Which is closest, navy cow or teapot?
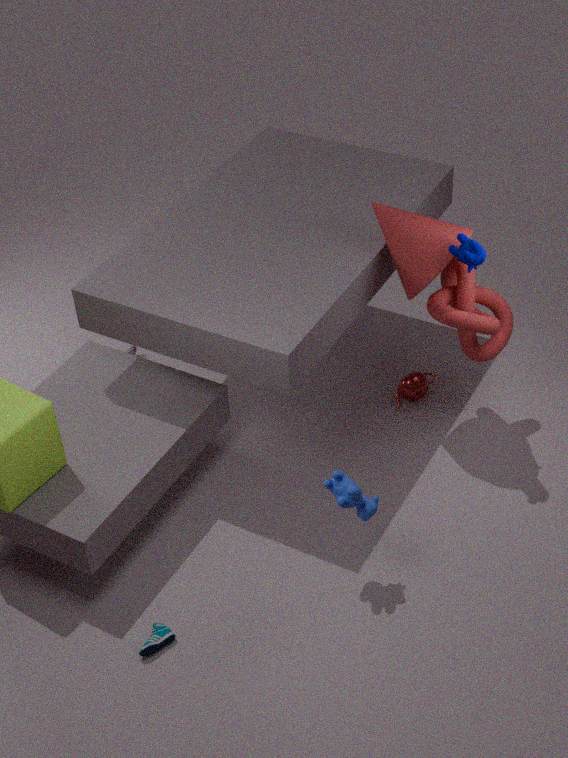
navy cow
